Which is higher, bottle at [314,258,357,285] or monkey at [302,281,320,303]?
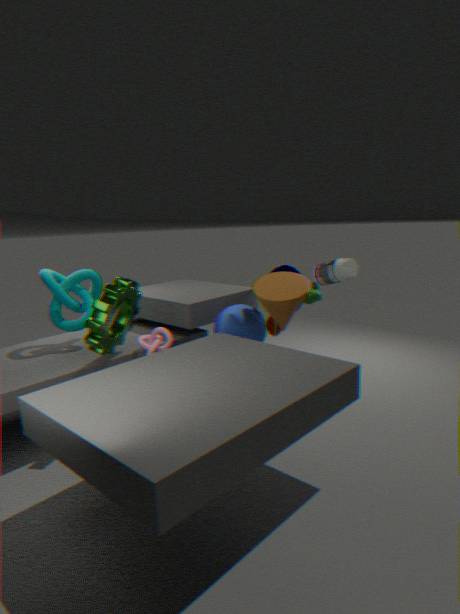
bottle at [314,258,357,285]
